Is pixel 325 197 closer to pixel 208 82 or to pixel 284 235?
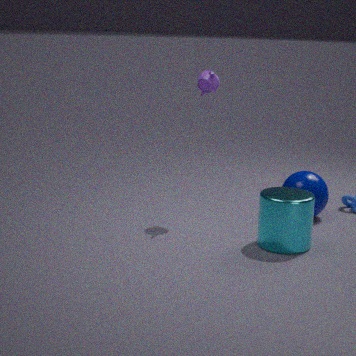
pixel 284 235
